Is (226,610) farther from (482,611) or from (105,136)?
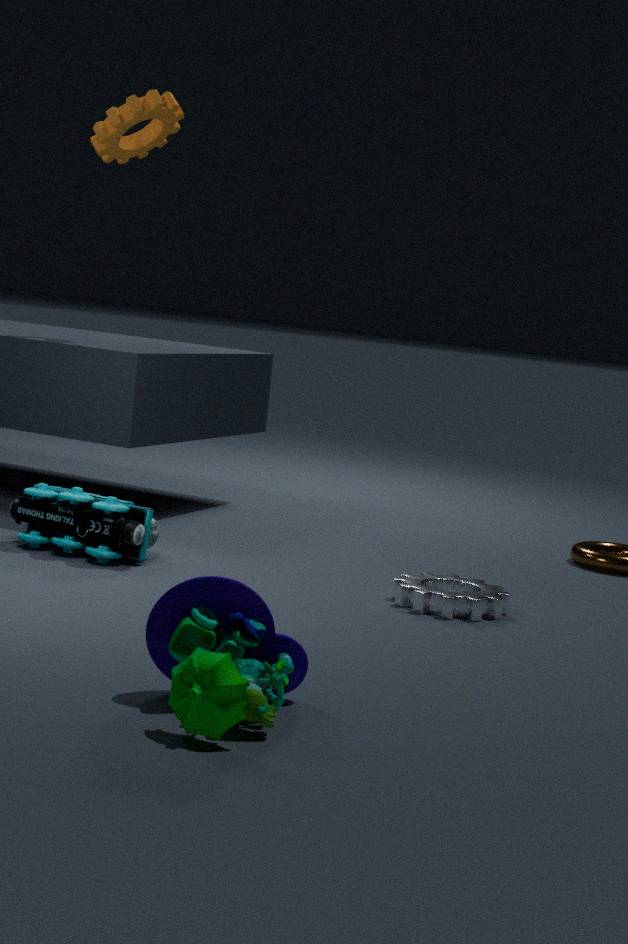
(105,136)
